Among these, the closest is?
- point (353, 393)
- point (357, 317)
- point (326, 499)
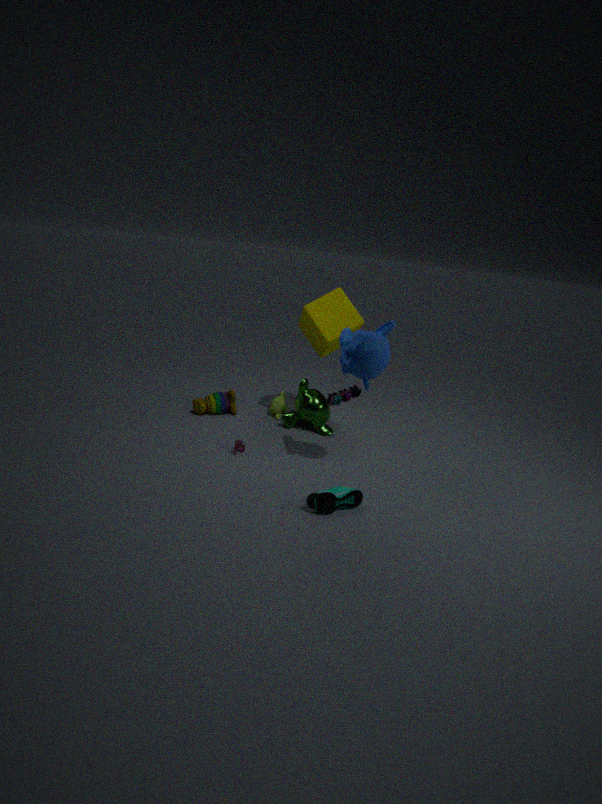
point (326, 499)
